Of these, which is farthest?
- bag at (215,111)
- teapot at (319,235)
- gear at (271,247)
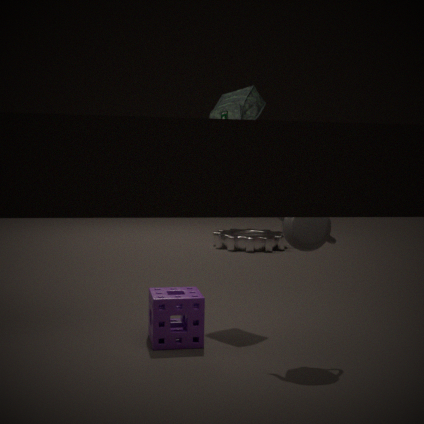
gear at (271,247)
